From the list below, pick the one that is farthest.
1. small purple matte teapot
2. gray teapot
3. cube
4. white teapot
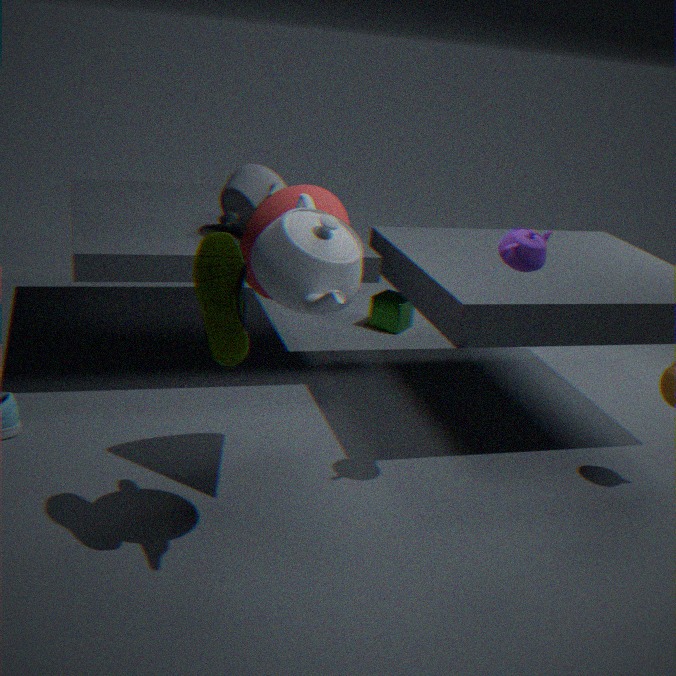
cube
